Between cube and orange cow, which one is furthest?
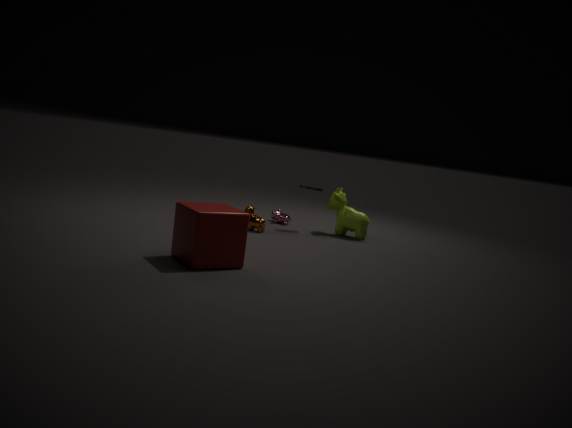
orange cow
